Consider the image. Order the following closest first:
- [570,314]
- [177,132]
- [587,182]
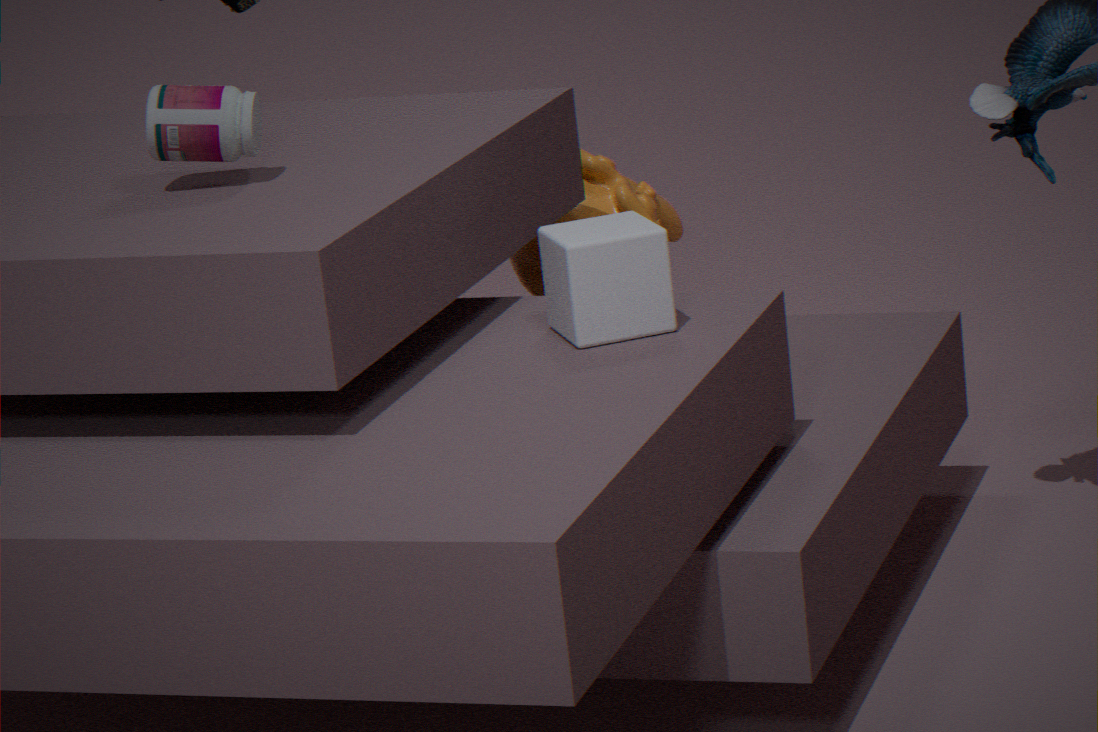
1. [570,314]
2. [177,132]
3. [587,182]
